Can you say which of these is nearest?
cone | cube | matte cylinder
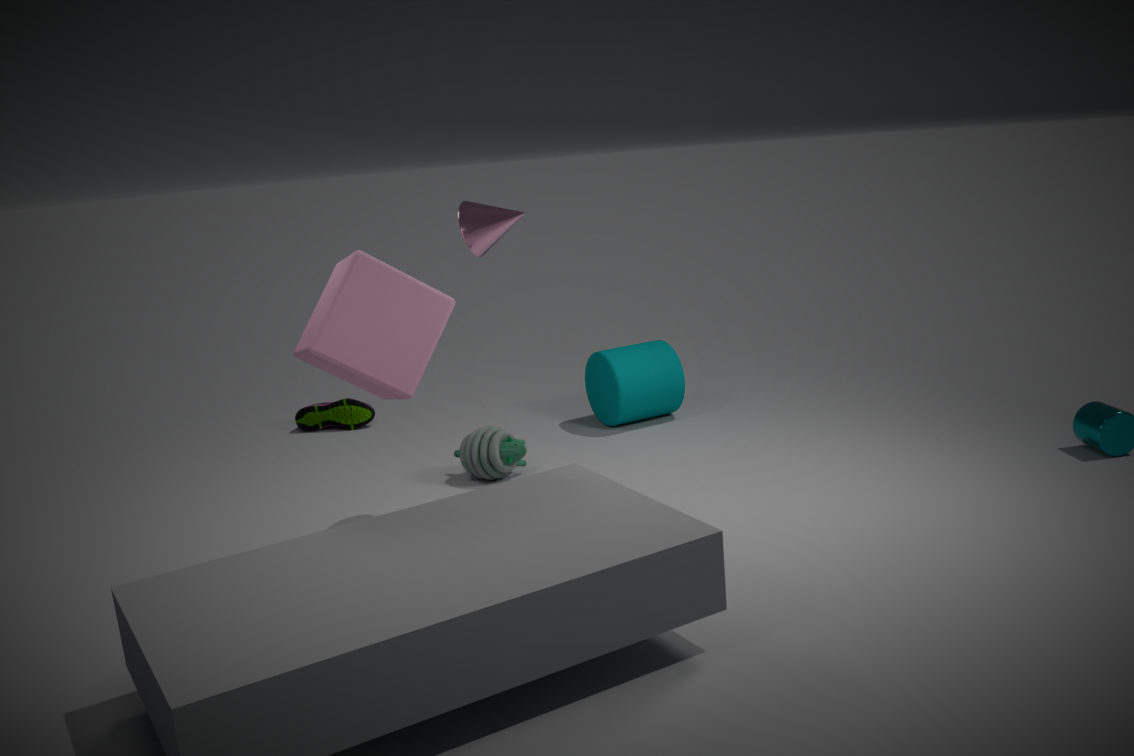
cube
